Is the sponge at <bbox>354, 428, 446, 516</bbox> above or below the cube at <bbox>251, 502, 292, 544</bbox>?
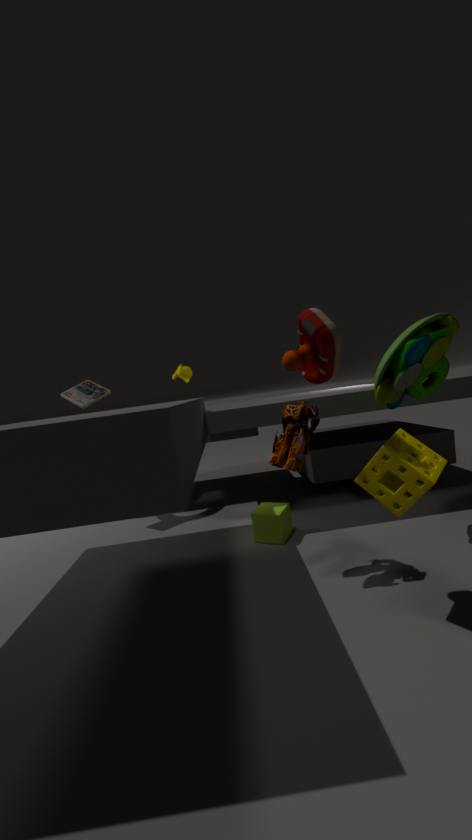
above
